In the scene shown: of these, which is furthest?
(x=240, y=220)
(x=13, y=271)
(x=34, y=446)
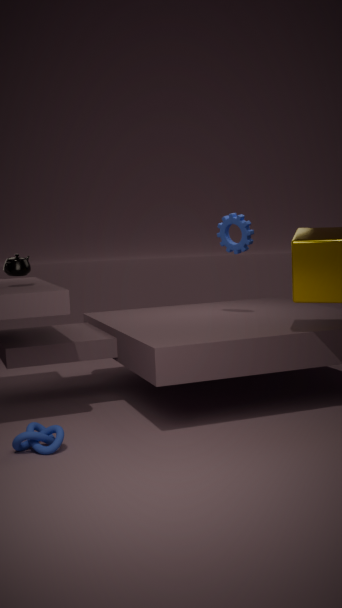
(x=240, y=220)
